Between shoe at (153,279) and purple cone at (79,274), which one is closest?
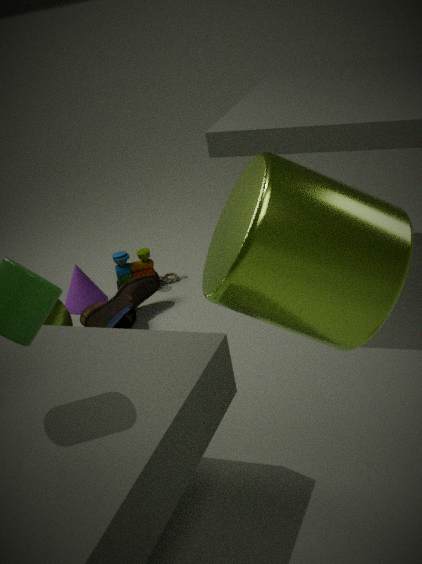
shoe at (153,279)
